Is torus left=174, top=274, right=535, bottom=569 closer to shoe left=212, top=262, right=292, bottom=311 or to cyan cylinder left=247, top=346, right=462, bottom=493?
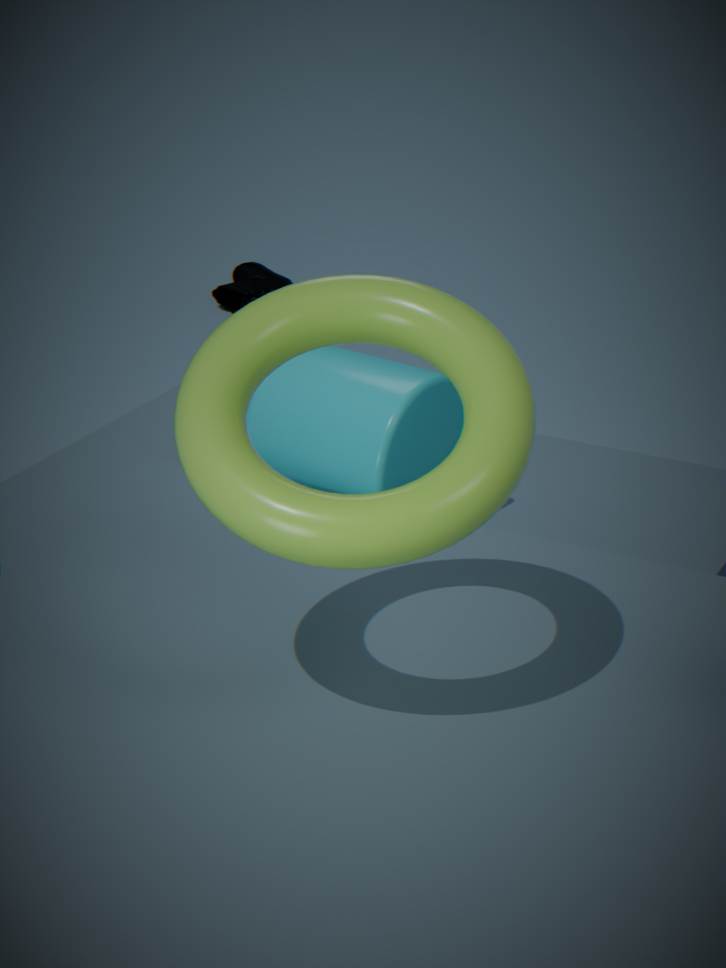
cyan cylinder left=247, top=346, right=462, bottom=493
